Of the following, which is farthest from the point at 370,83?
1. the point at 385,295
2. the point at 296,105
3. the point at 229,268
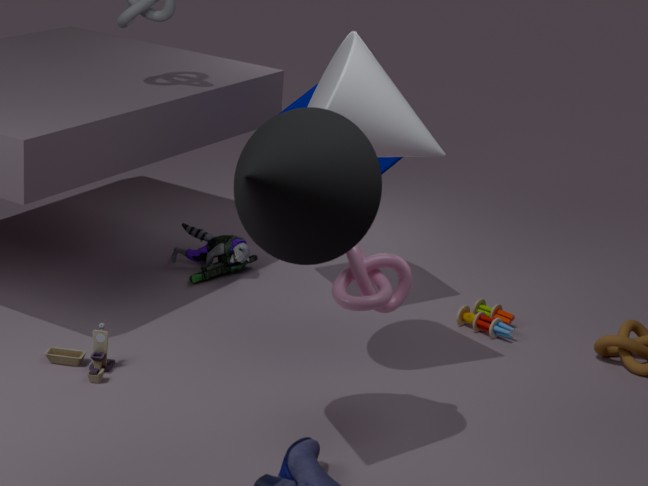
the point at 229,268
